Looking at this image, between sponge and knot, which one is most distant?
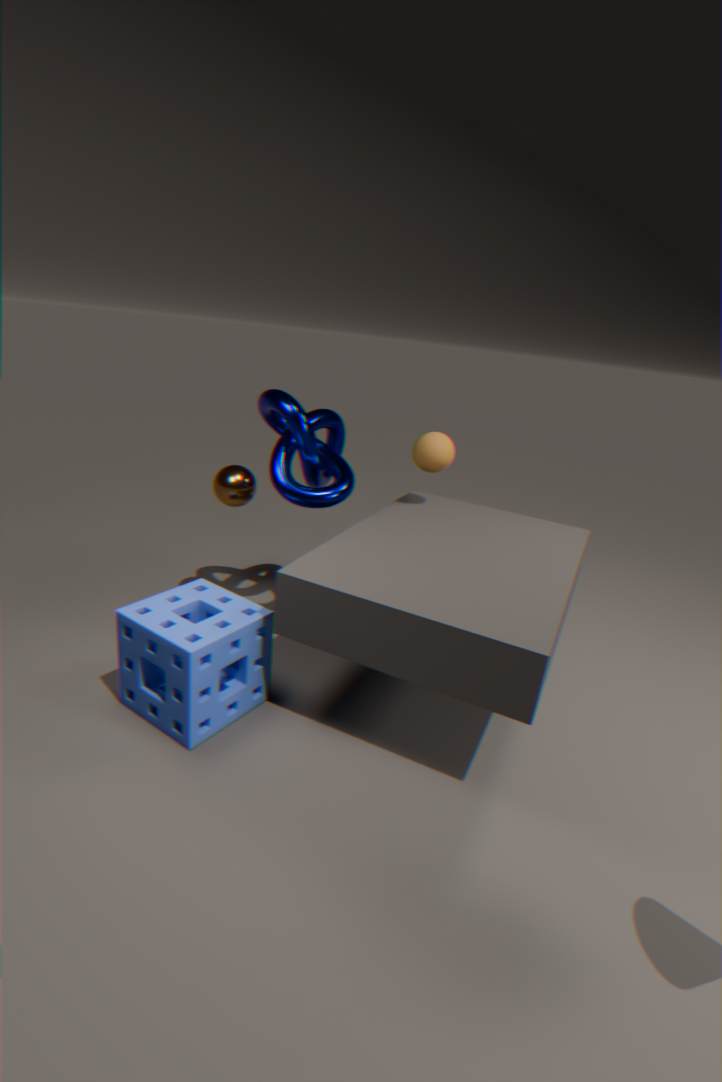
knot
